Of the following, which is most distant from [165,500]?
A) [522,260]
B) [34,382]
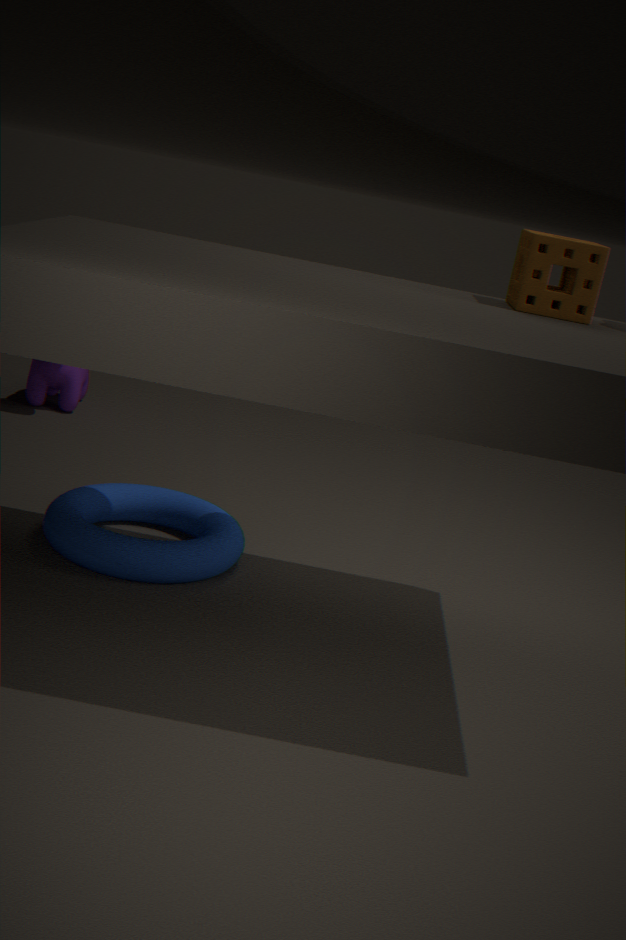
[34,382]
